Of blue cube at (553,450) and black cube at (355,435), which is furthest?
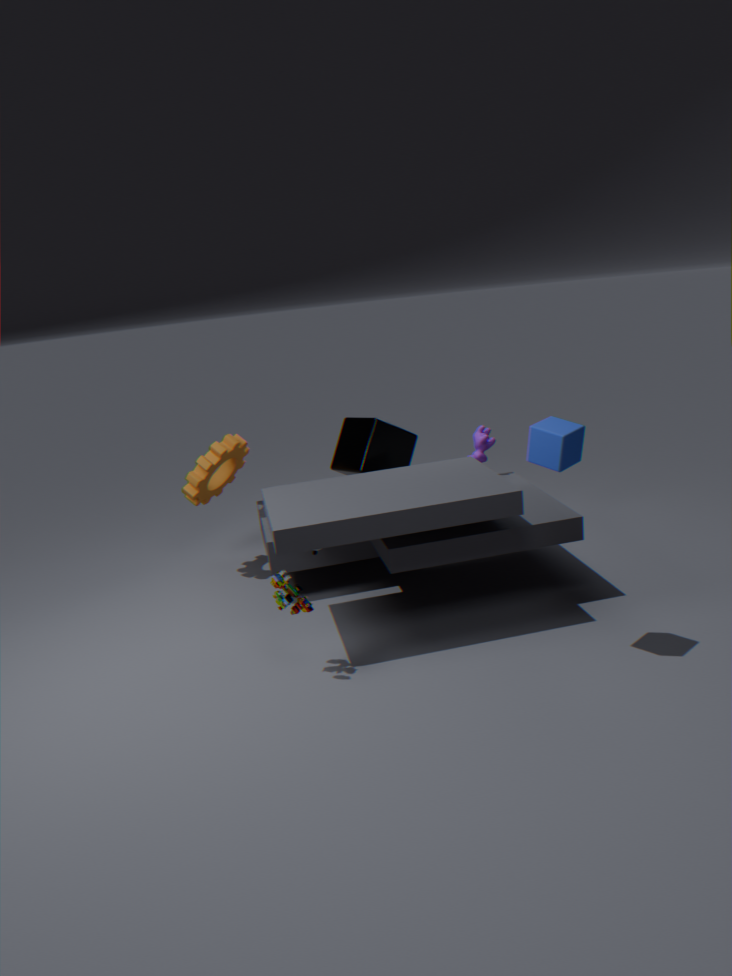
black cube at (355,435)
